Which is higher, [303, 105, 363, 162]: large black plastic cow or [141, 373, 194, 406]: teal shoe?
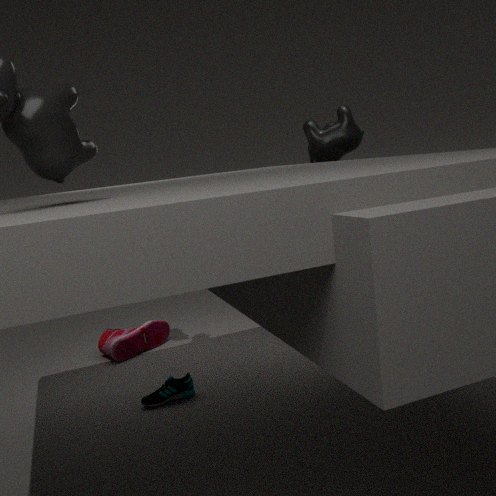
[303, 105, 363, 162]: large black plastic cow
